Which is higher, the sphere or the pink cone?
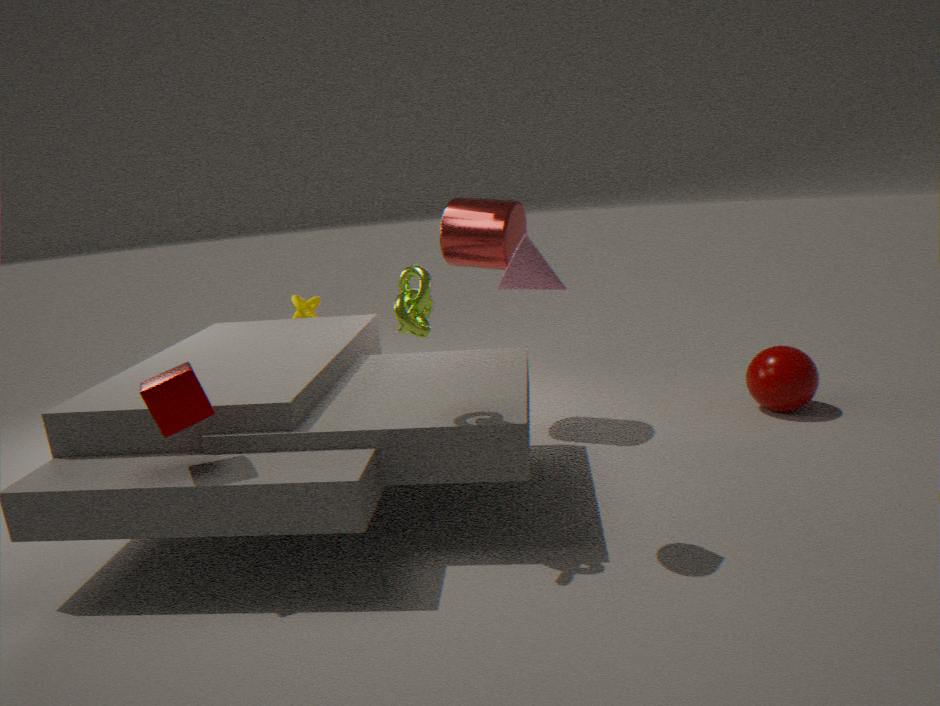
the pink cone
